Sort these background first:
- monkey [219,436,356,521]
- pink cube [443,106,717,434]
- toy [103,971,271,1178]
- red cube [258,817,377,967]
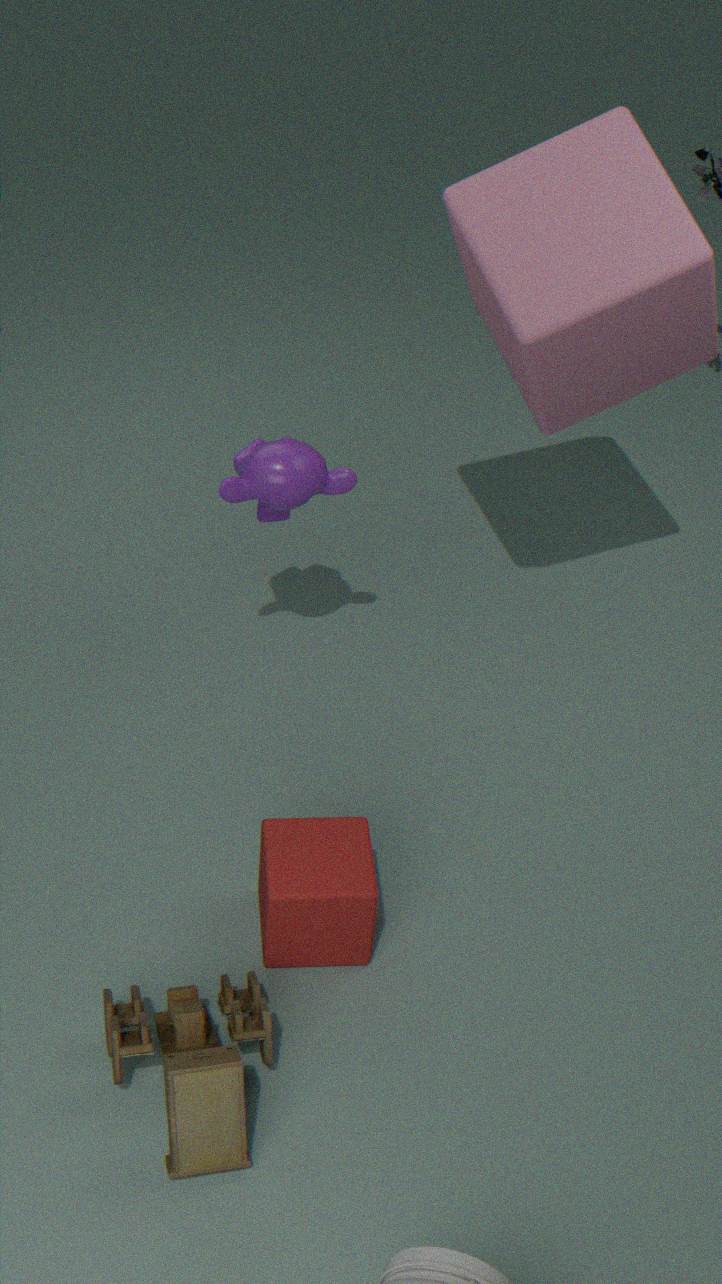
1. monkey [219,436,356,521]
2. pink cube [443,106,717,434]
3. red cube [258,817,377,967]
4. toy [103,971,271,1178]
